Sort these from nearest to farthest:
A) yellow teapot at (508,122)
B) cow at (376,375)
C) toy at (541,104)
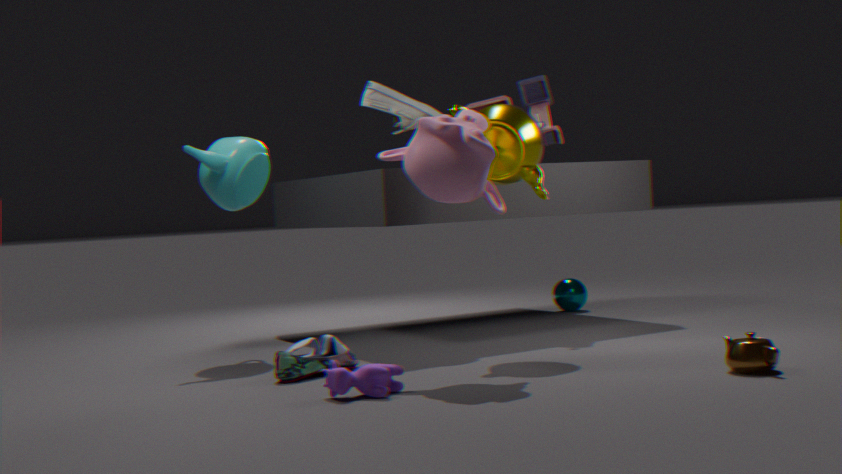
cow at (376,375), yellow teapot at (508,122), toy at (541,104)
